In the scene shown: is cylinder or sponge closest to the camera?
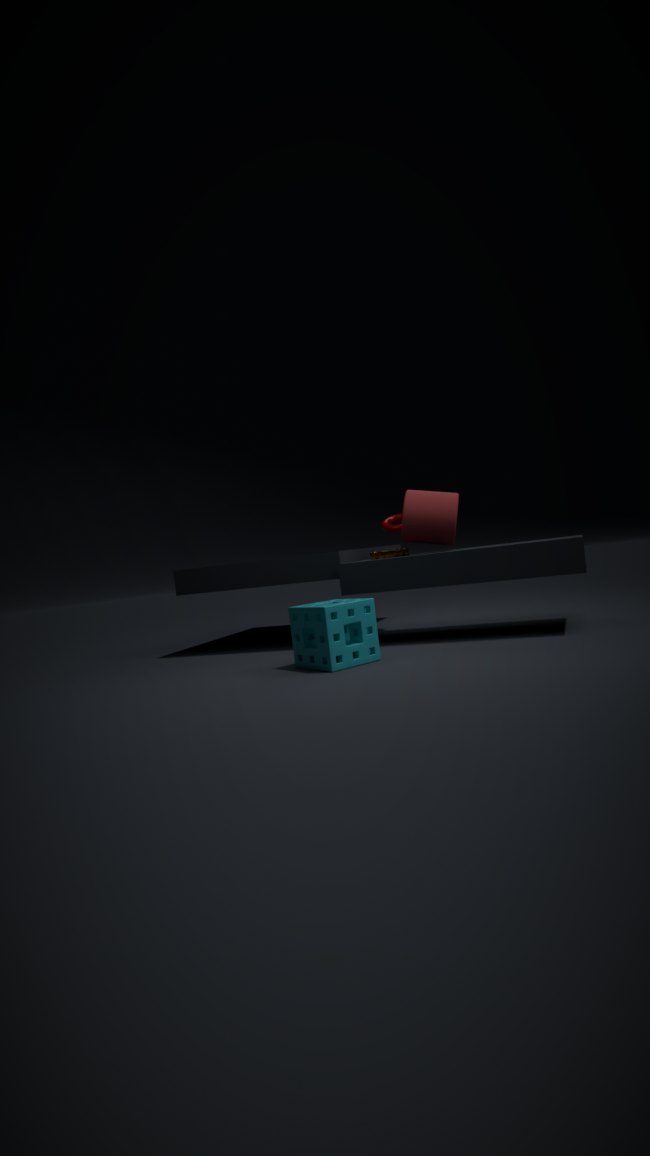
sponge
